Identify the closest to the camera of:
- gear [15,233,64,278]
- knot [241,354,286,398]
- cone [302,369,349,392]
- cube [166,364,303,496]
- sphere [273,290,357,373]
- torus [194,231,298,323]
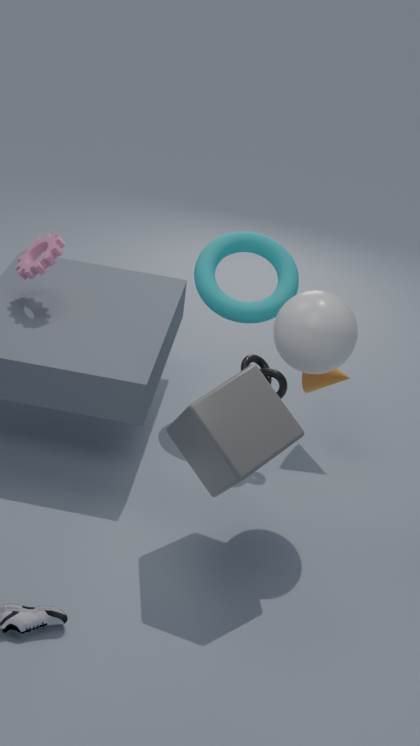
cube [166,364,303,496]
